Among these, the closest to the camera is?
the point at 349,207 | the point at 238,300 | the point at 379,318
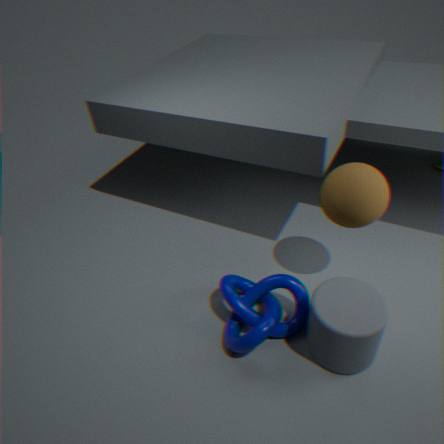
the point at 379,318
